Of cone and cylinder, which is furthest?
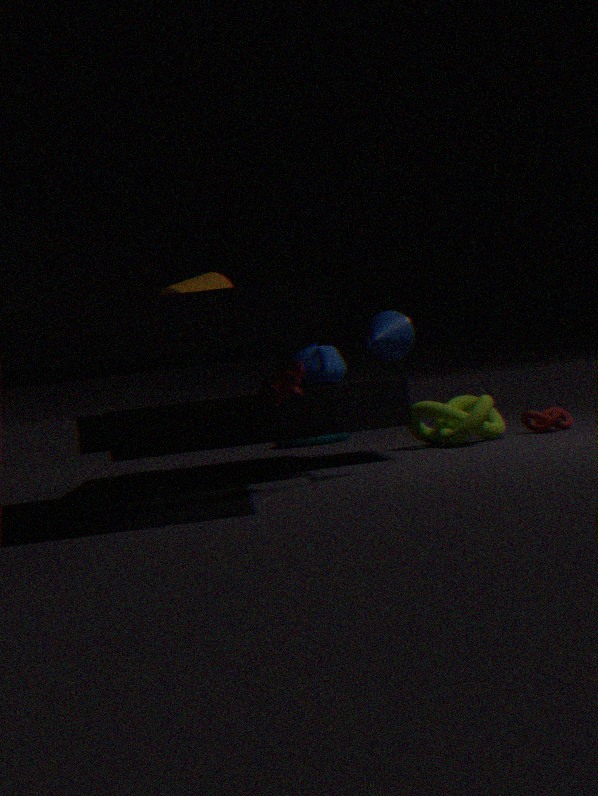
cylinder
